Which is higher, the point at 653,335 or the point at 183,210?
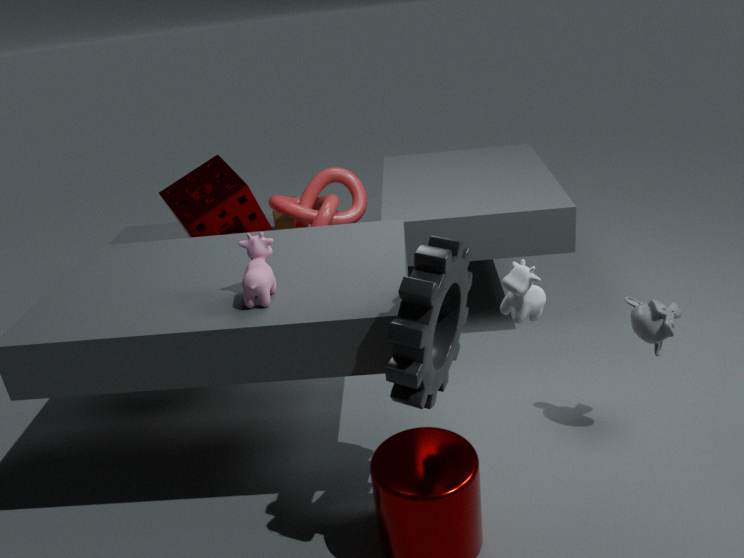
the point at 183,210
